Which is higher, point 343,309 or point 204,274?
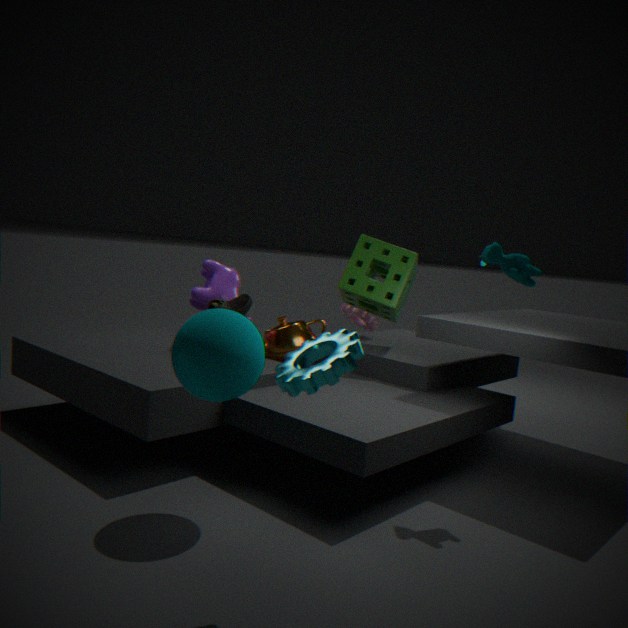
point 204,274
